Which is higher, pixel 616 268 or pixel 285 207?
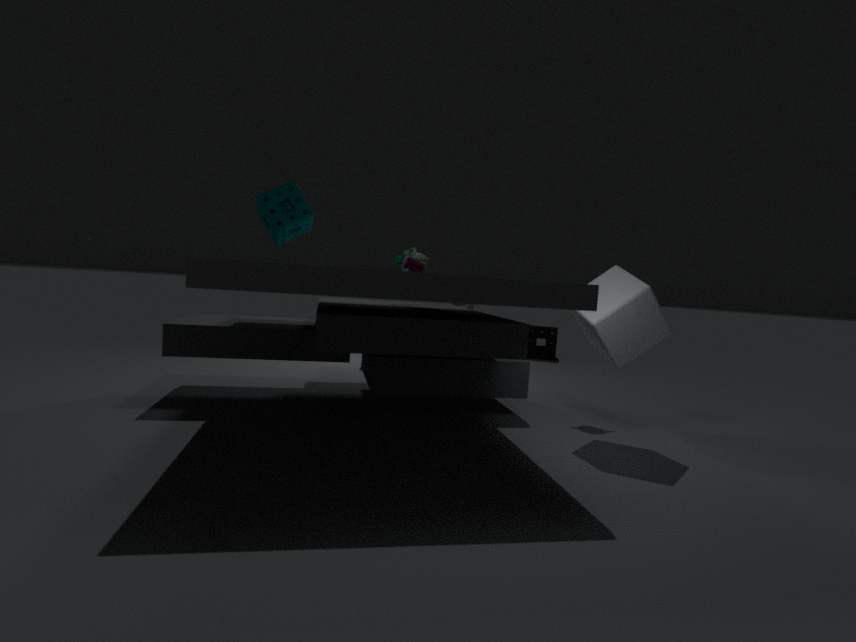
pixel 285 207
